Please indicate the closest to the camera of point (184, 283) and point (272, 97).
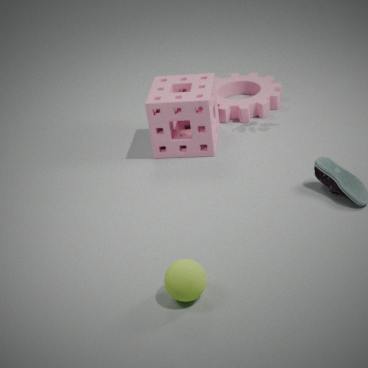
point (184, 283)
